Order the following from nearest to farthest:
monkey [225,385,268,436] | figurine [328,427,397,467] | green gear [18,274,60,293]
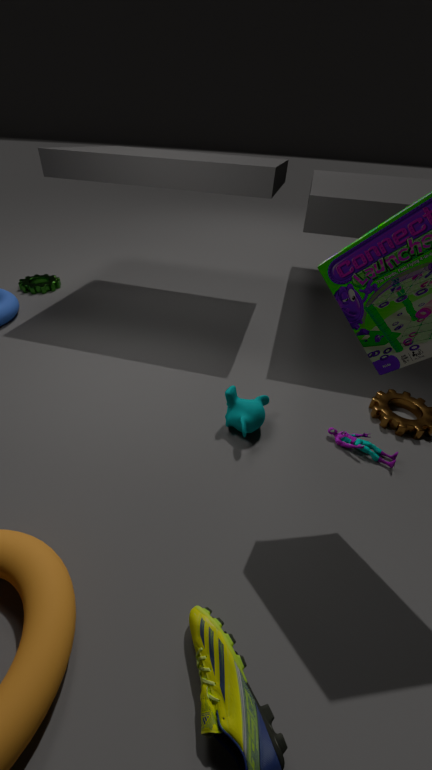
figurine [328,427,397,467], monkey [225,385,268,436], green gear [18,274,60,293]
